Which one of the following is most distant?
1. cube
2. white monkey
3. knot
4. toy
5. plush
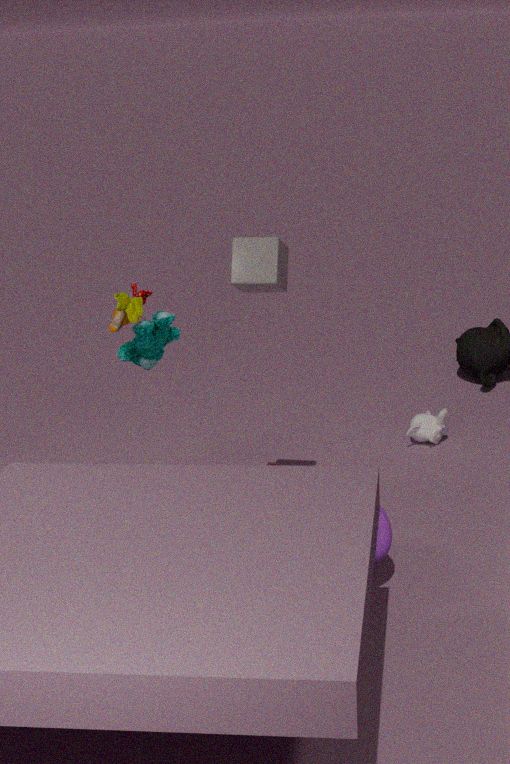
white monkey
